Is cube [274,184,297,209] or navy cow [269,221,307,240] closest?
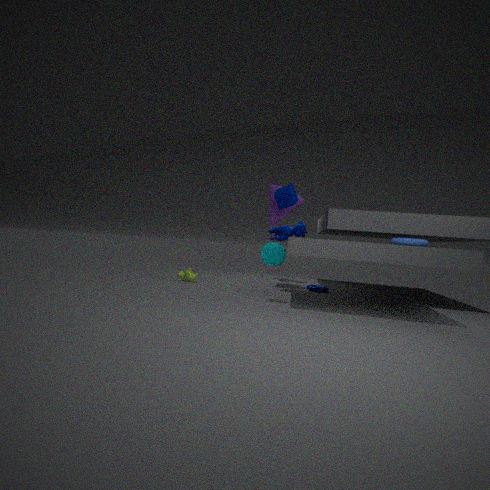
cube [274,184,297,209]
